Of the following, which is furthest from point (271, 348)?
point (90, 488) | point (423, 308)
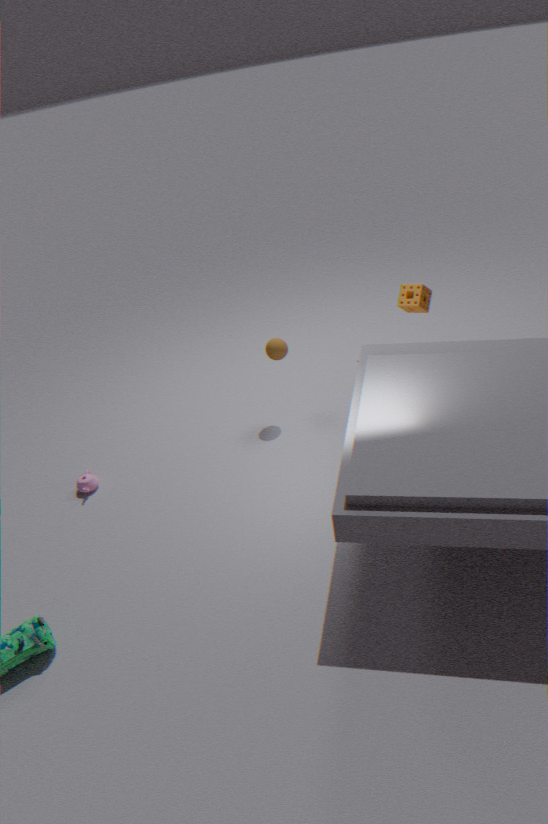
point (90, 488)
